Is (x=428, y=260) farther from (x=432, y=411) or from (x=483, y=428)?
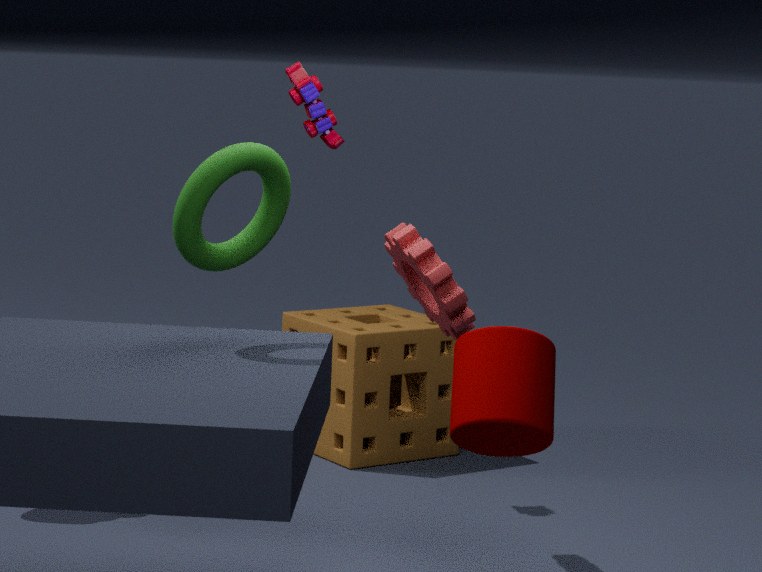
(x=432, y=411)
